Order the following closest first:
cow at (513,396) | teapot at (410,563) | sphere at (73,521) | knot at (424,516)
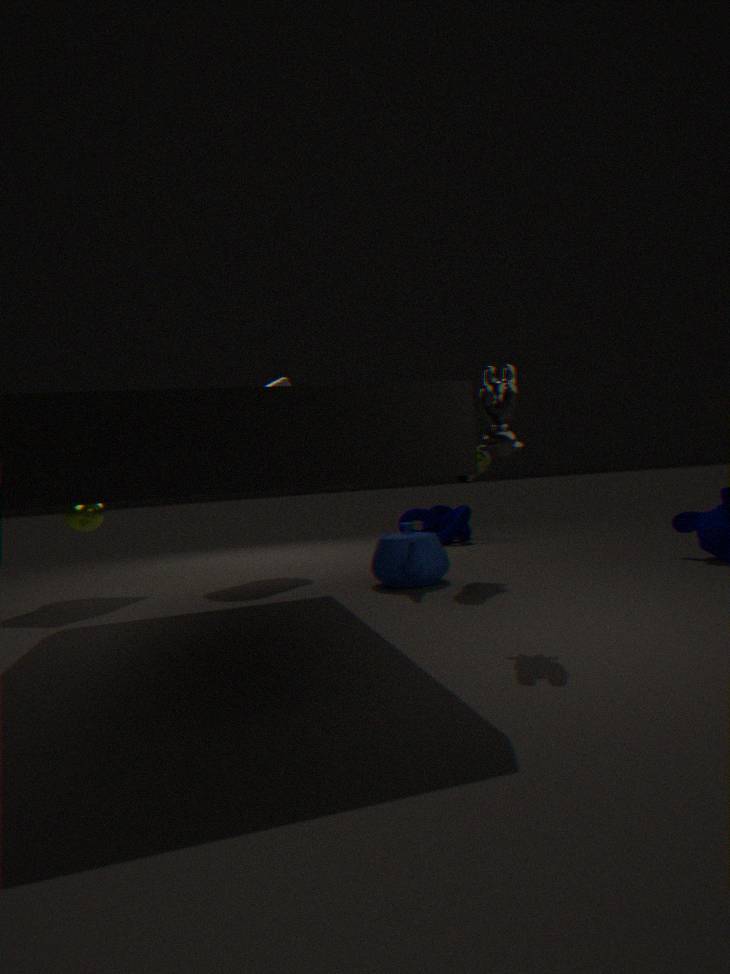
cow at (513,396) → teapot at (410,563) → sphere at (73,521) → knot at (424,516)
